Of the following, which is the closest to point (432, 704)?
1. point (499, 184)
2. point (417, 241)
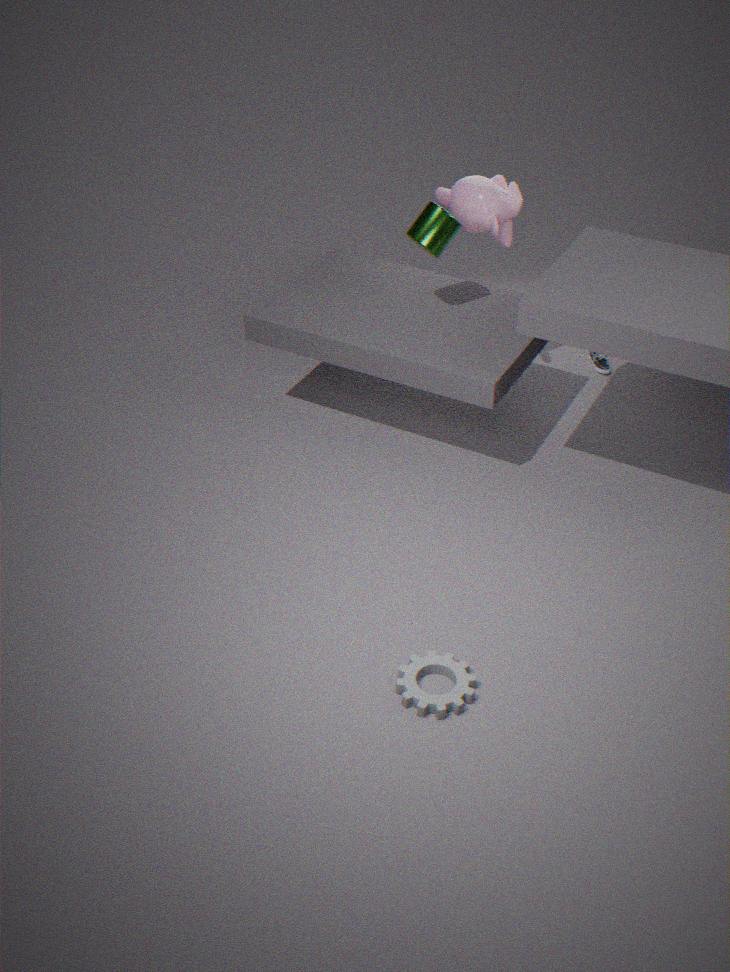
point (417, 241)
